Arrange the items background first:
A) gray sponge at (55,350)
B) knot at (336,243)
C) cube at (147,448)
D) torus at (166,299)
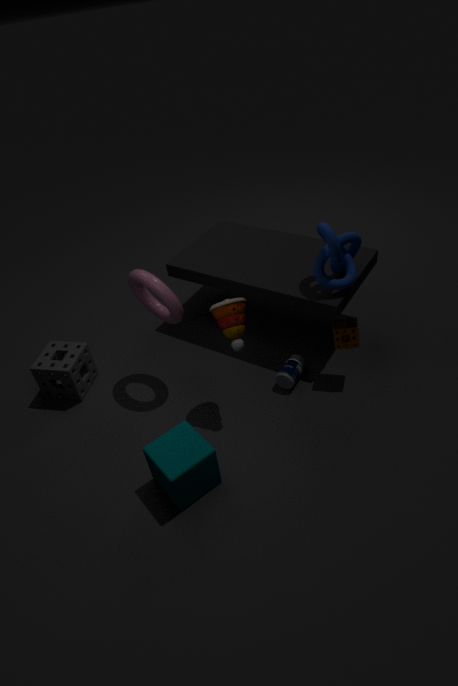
gray sponge at (55,350) < knot at (336,243) < torus at (166,299) < cube at (147,448)
